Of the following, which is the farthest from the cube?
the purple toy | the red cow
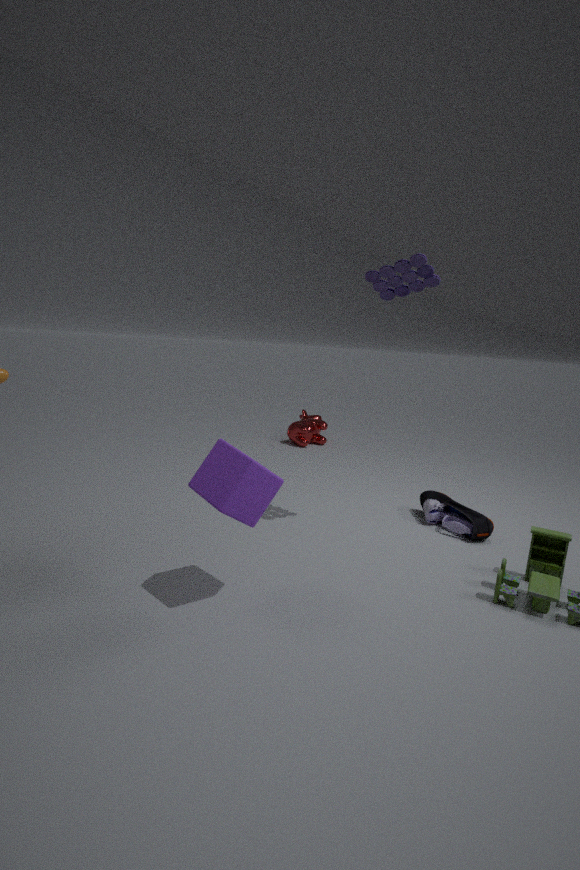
the red cow
